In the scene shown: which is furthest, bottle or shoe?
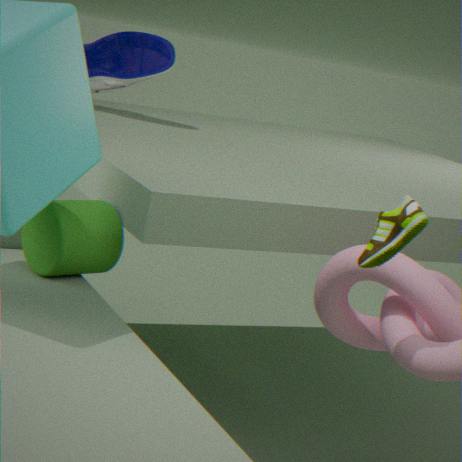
bottle
